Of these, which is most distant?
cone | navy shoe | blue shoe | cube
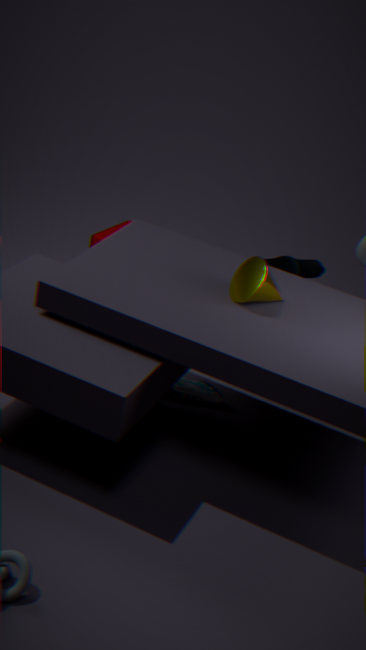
cube
